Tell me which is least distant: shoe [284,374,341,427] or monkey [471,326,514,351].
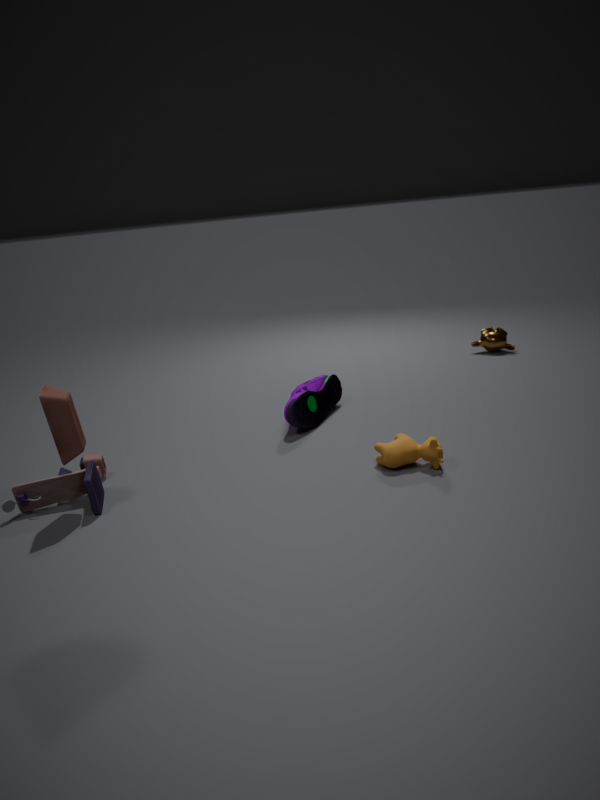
shoe [284,374,341,427]
